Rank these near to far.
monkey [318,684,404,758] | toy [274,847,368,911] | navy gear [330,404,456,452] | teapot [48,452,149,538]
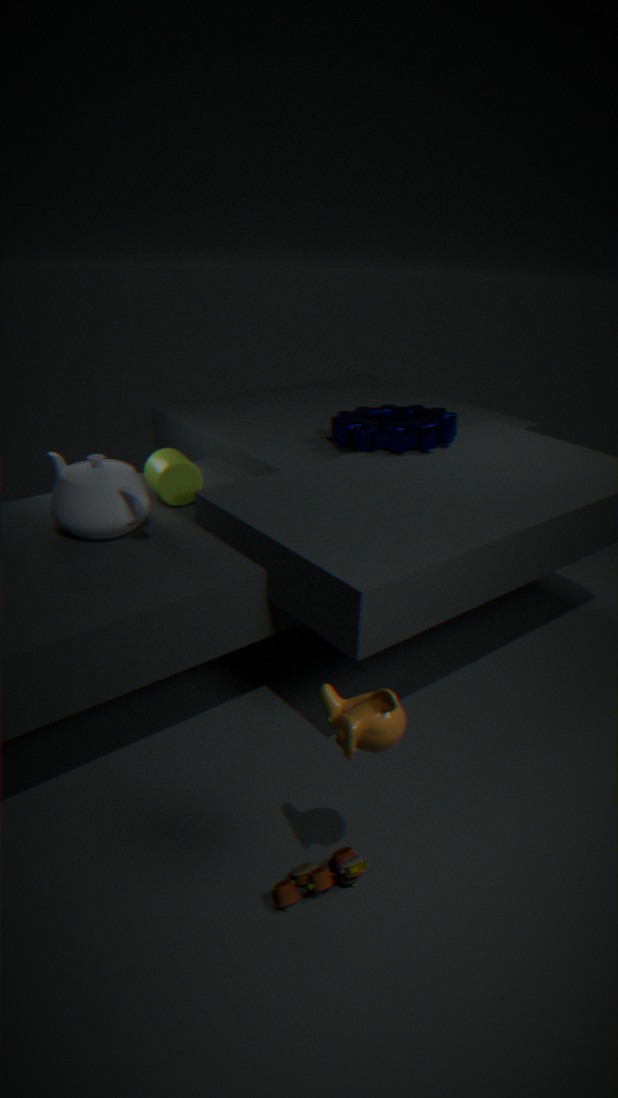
monkey [318,684,404,758], toy [274,847,368,911], teapot [48,452,149,538], navy gear [330,404,456,452]
